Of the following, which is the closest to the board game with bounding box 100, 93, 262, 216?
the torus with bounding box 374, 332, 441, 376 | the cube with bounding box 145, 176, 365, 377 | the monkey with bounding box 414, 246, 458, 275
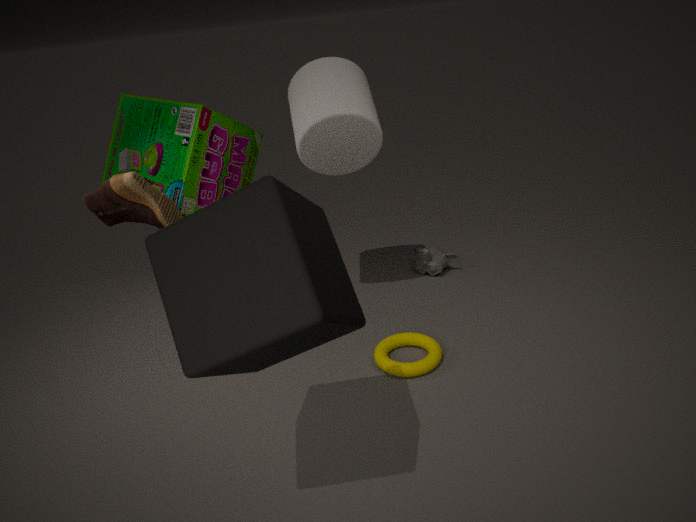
the monkey with bounding box 414, 246, 458, 275
